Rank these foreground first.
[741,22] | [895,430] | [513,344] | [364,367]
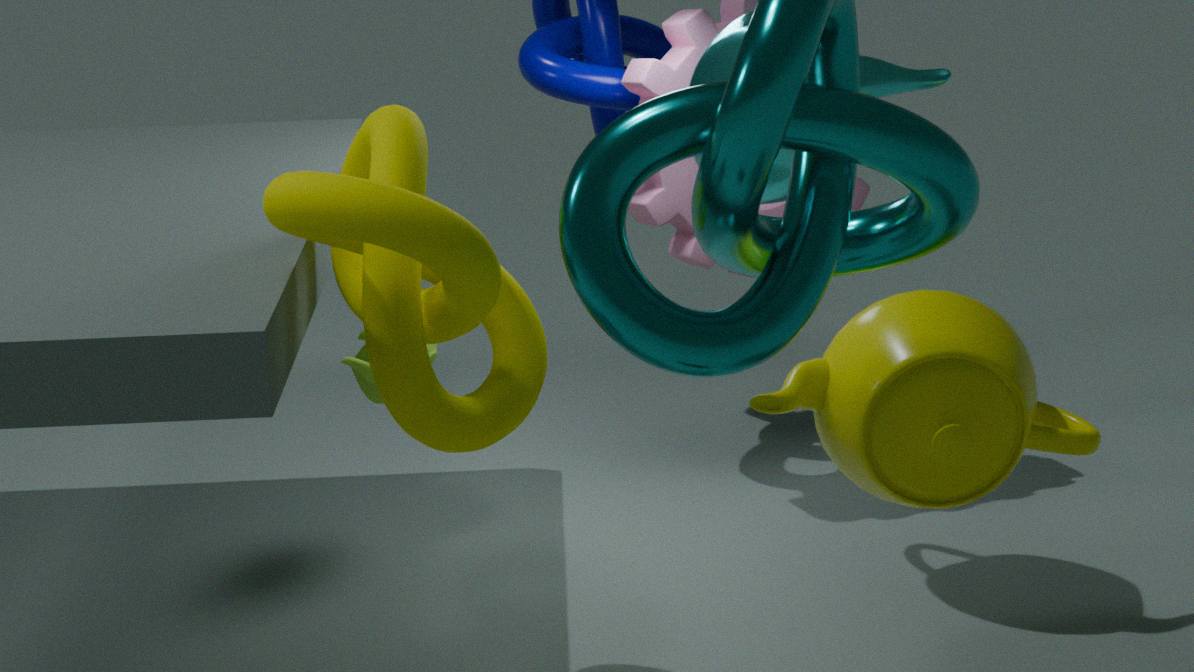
[895,430] < [513,344] < [741,22] < [364,367]
